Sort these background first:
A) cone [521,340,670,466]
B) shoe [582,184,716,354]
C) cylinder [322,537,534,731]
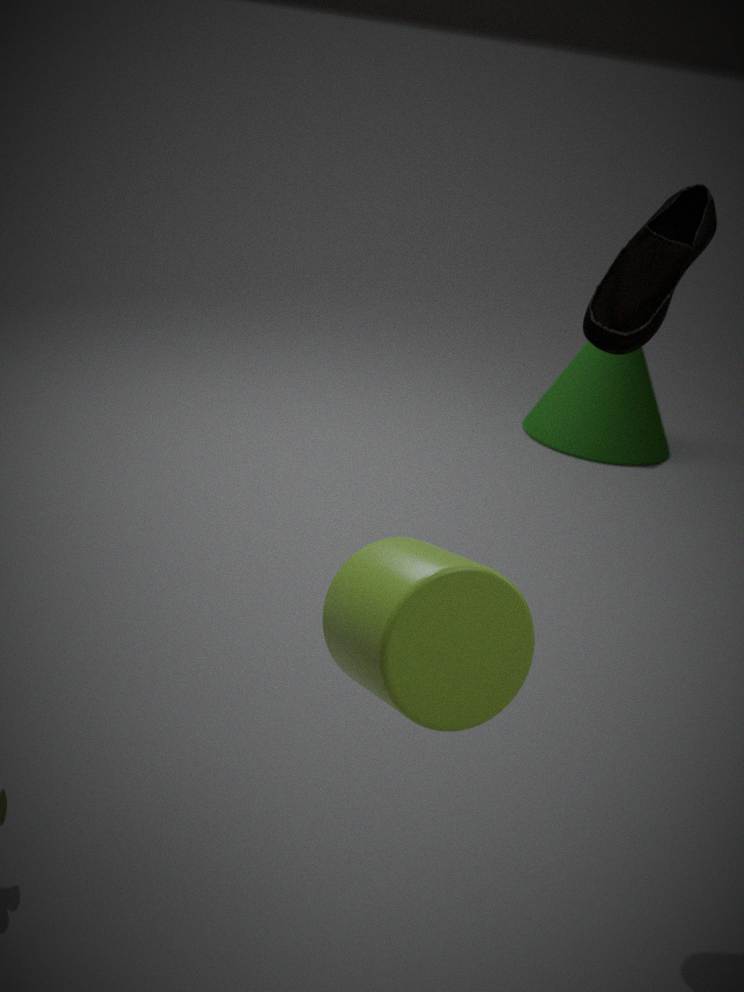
cone [521,340,670,466], shoe [582,184,716,354], cylinder [322,537,534,731]
